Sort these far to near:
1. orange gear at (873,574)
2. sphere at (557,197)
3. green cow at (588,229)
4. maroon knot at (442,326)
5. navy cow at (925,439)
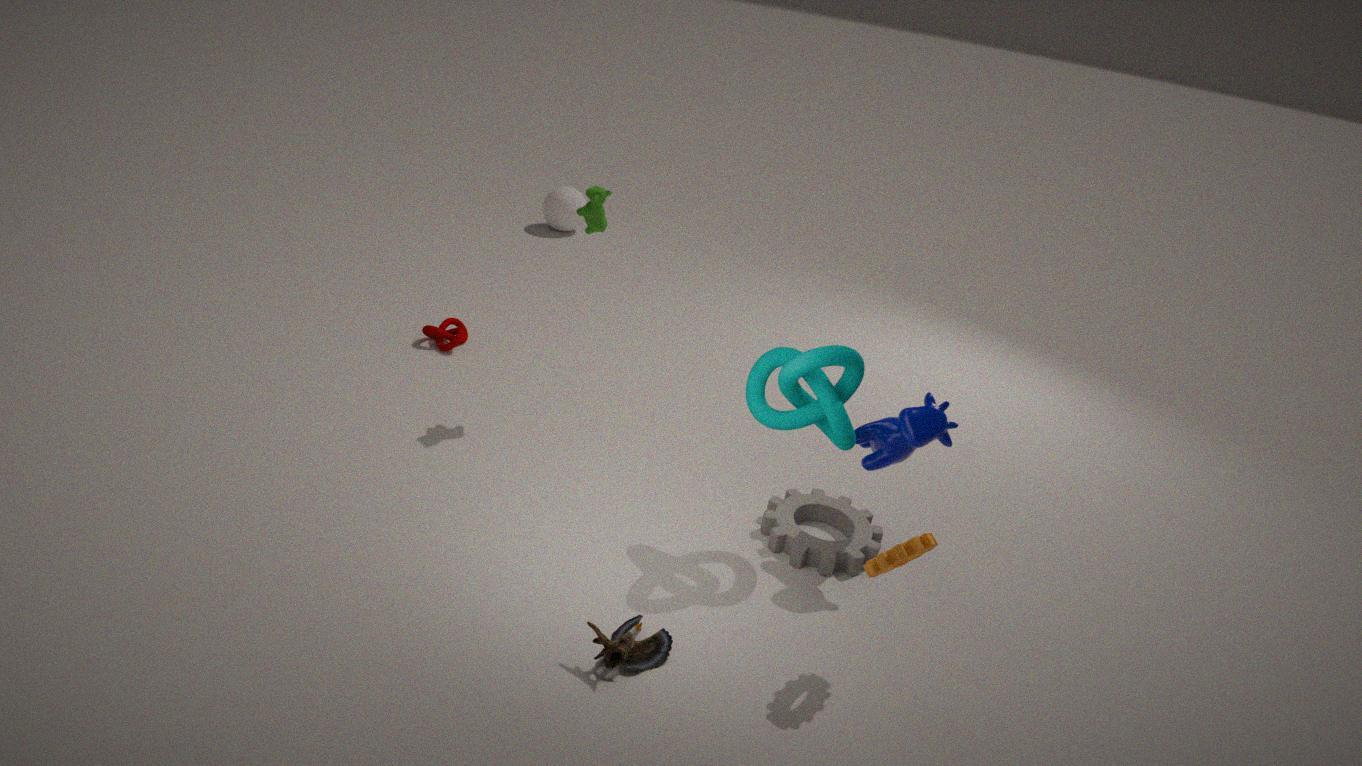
sphere at (557,197), maroon knot at (442,326), green cow at (588,229), navy cow at (925,439), orange gear at (873,574)
